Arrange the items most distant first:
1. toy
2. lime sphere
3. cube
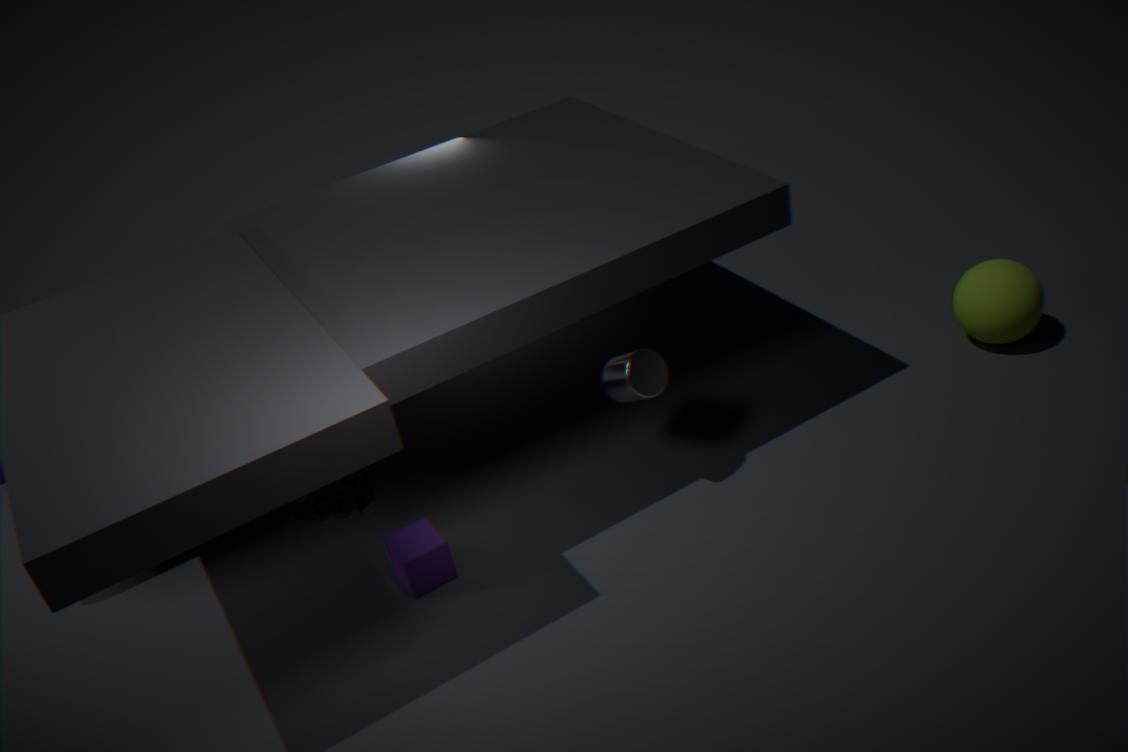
lime sphere → cube → toy
